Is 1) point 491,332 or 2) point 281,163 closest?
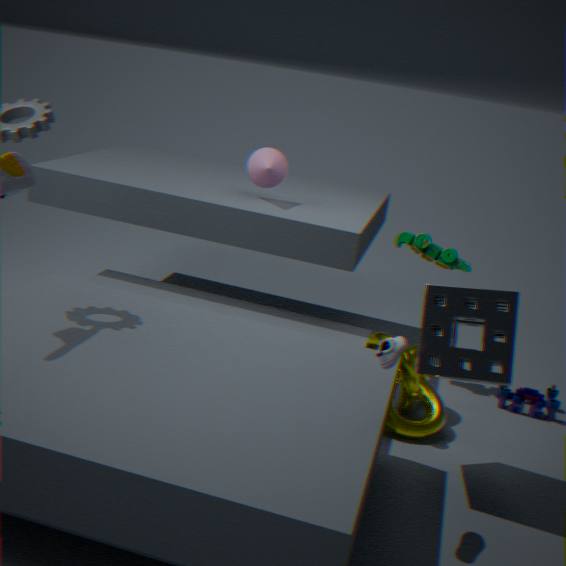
1. point 491,332
